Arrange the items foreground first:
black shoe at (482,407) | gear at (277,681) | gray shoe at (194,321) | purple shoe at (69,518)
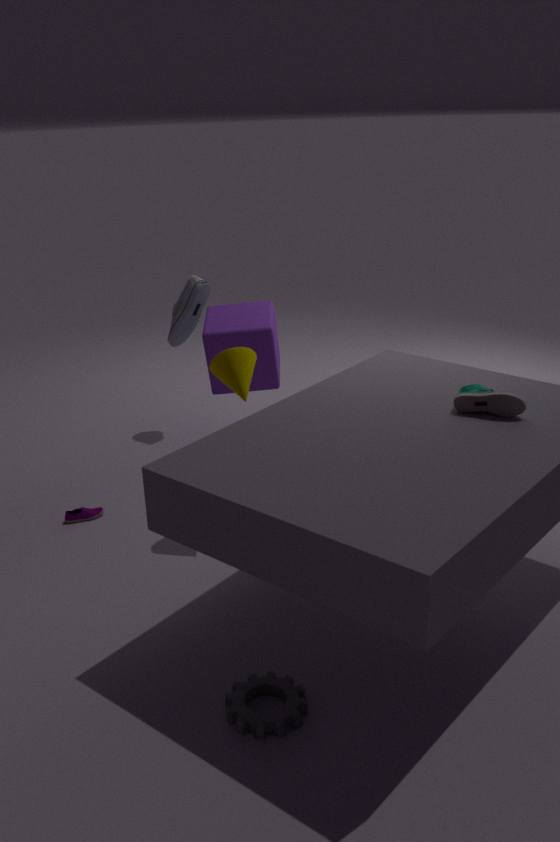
gear at (277,681)
black shoe at (482,407)
purple shoe at (69,518)
gray shoe at (194,321)
